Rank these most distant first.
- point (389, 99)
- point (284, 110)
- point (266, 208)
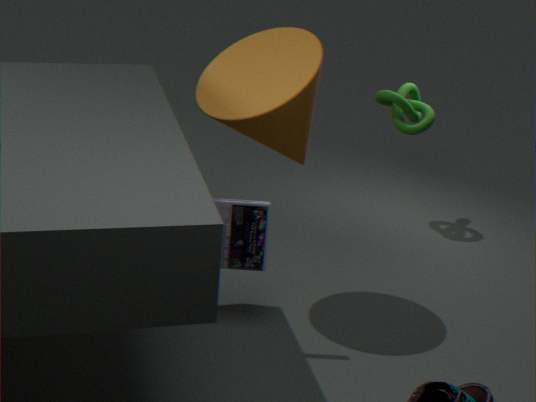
point (389, 99), point (266, 208), point (284, 110)
